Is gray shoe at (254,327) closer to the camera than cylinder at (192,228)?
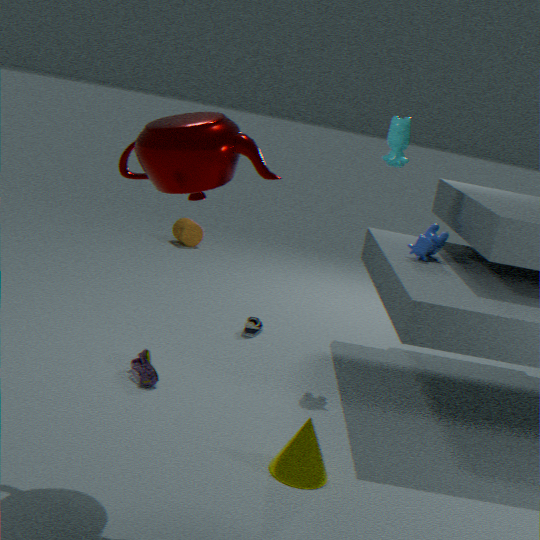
Yes
